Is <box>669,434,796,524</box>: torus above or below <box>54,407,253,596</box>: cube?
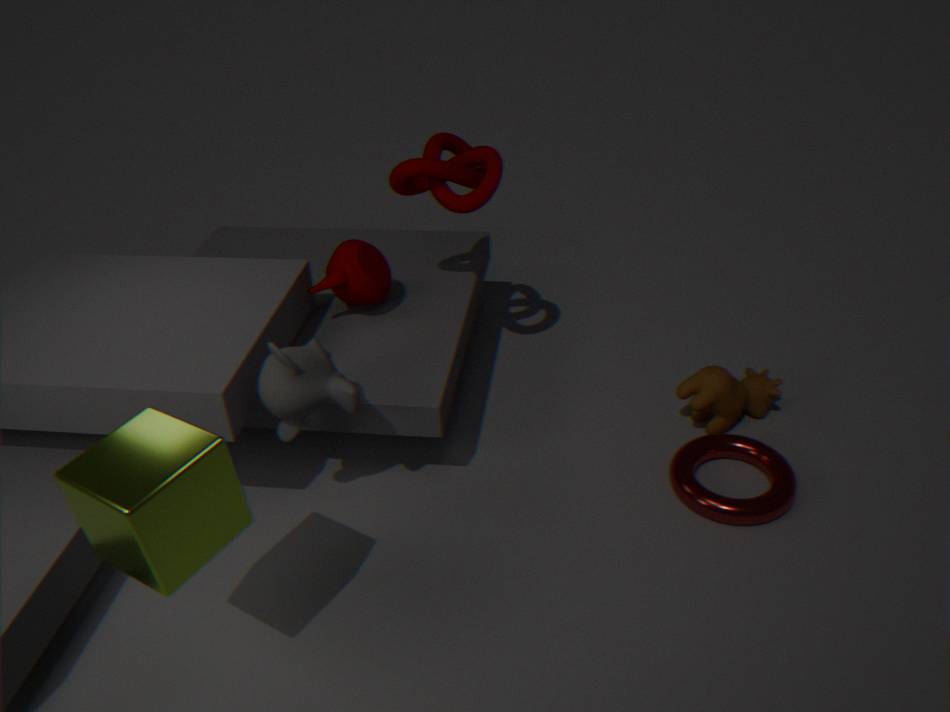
below
